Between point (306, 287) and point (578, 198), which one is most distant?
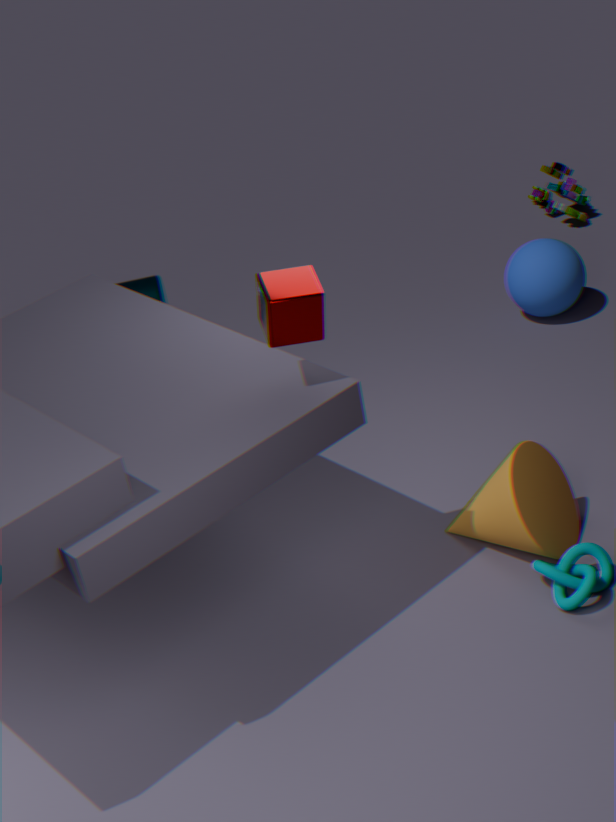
point (578, 198)
